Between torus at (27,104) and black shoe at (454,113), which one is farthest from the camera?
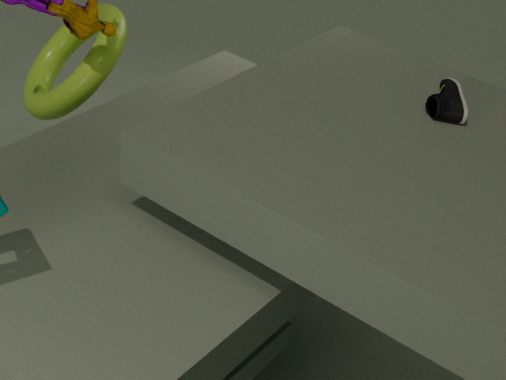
torus at (27,104)
